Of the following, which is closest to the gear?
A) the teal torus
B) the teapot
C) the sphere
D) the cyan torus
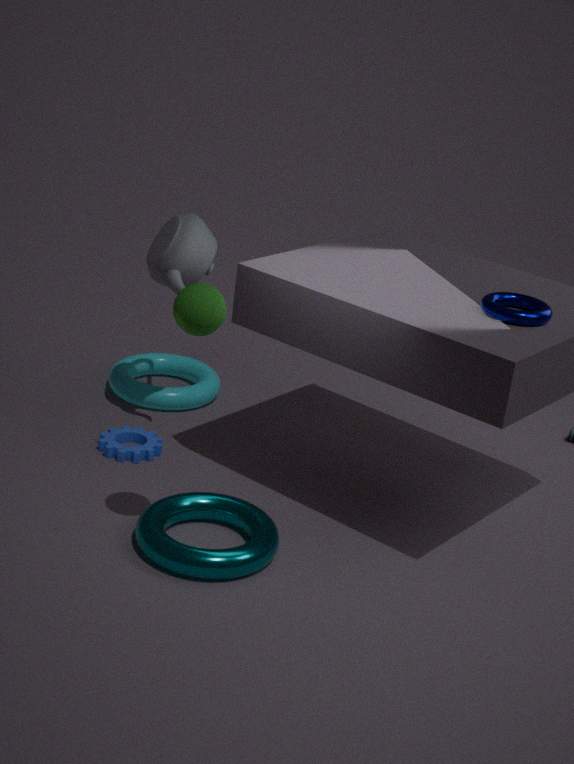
the cyan torus
